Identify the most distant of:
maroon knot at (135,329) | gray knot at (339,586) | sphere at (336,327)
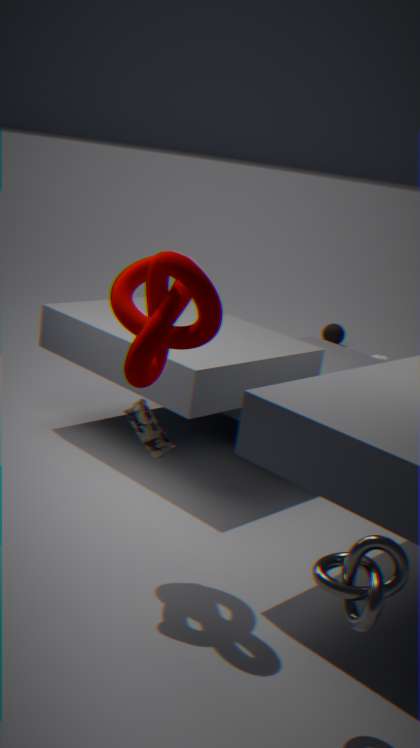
sphere at (336,327)
